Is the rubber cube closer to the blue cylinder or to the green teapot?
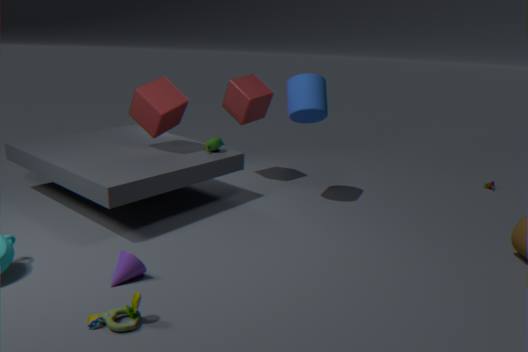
the green teapot
